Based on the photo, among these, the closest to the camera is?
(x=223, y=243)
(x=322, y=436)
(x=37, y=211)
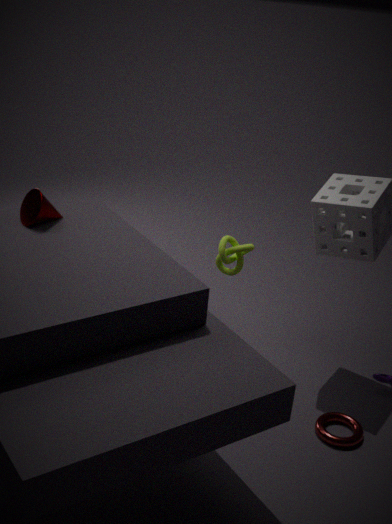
(x=37, y=211)
